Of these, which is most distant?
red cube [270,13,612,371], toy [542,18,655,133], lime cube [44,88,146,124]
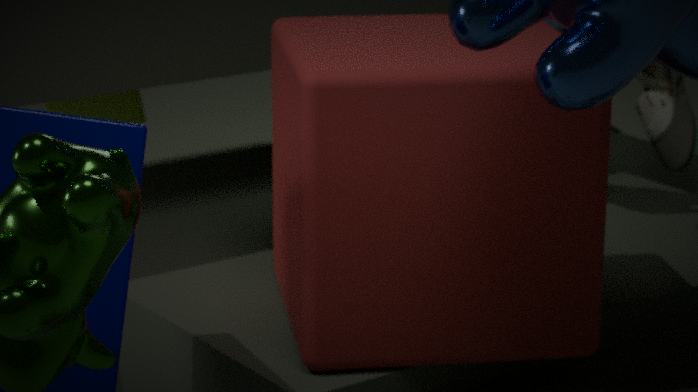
lime cube [44,88,146,124]
